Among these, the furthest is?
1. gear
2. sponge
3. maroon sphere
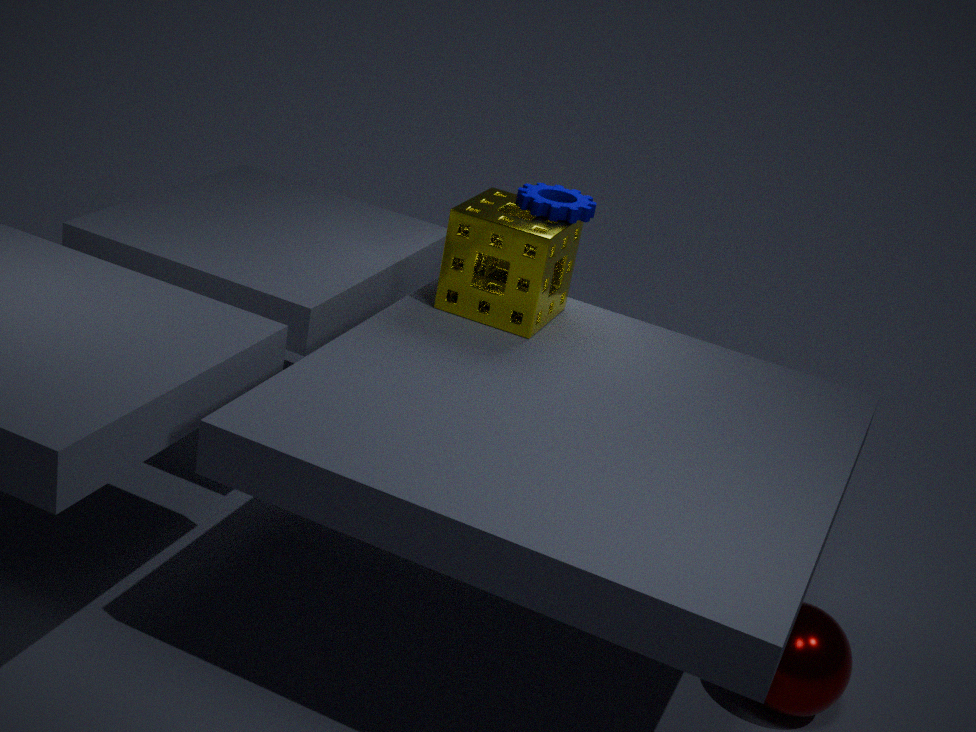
gear
